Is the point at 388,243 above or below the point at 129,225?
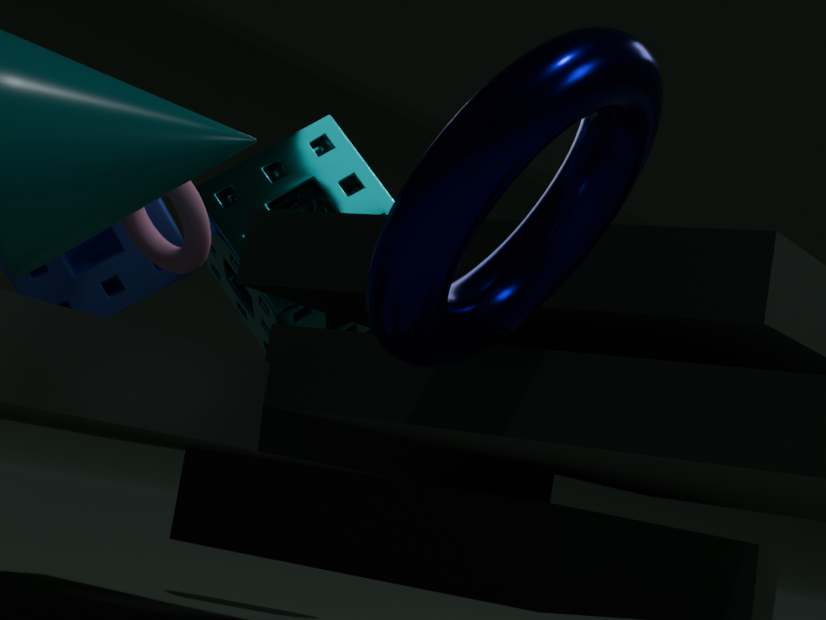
below
